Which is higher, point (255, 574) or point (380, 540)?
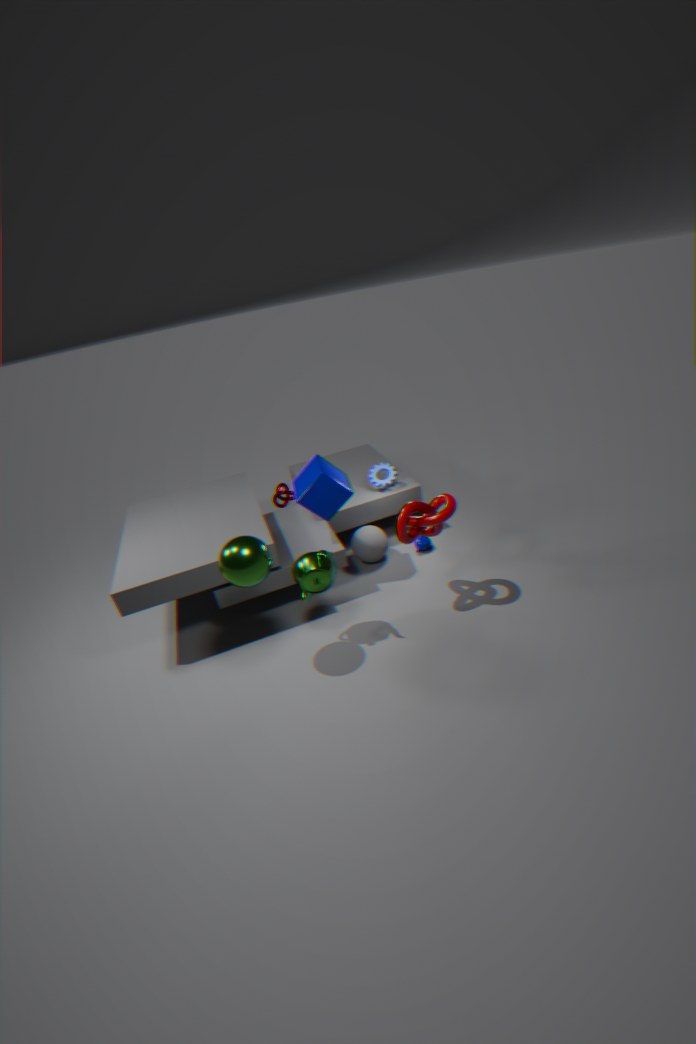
point (255, 574)
